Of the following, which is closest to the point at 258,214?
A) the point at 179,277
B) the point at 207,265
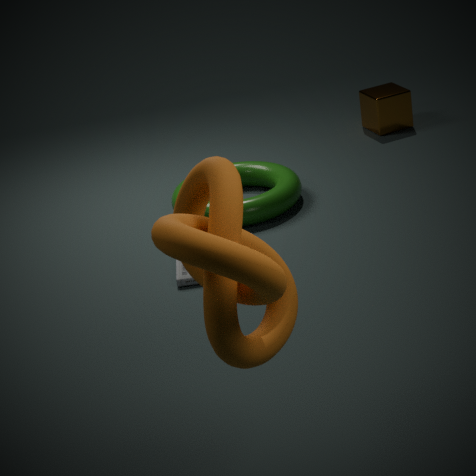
the point at 179,277
